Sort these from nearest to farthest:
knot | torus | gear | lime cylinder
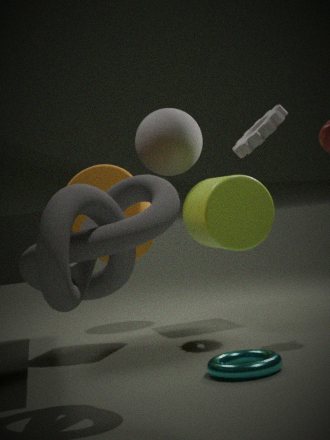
1. knot
2. torus
3. gear
4. lime cylinder
